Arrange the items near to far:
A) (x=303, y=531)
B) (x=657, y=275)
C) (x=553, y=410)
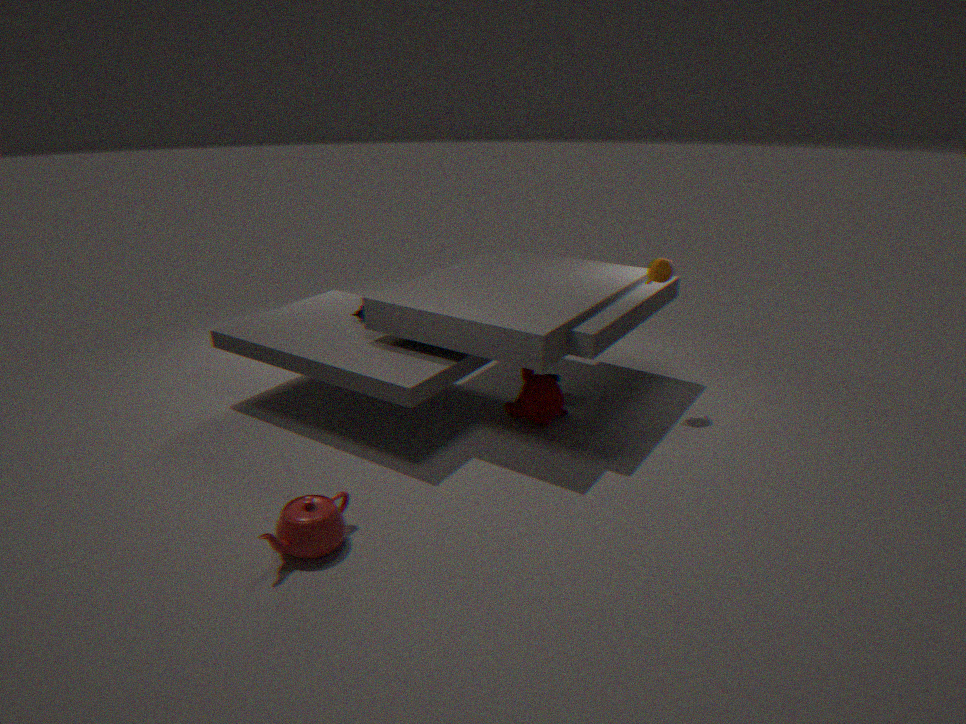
(x=303, y=531), (x=553, y=410), (x=657, y=275)
